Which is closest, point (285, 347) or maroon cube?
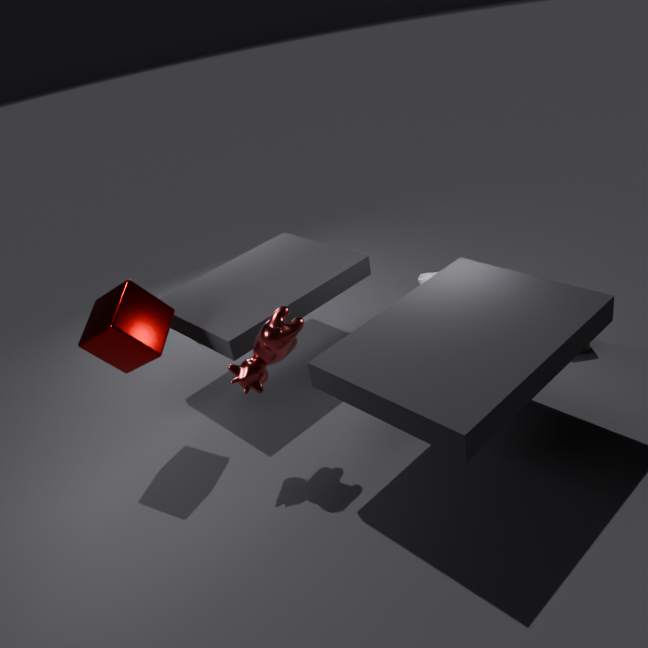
maroon cube
